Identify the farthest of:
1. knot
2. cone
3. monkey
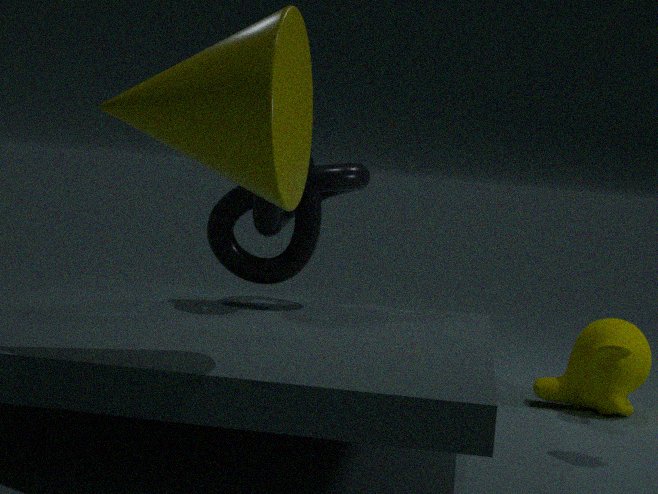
monkey
